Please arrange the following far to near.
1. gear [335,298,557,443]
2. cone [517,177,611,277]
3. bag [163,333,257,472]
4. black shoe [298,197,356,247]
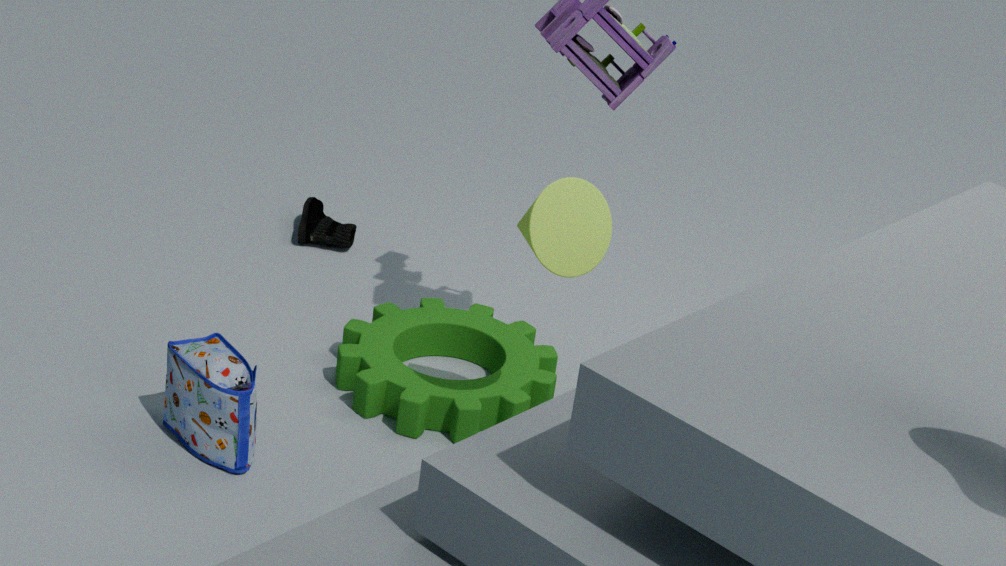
black shoe [298,197,356,247] < gear [335,298,557,443] < bag [163,333,257,472] < cone [517,177,611,277]
